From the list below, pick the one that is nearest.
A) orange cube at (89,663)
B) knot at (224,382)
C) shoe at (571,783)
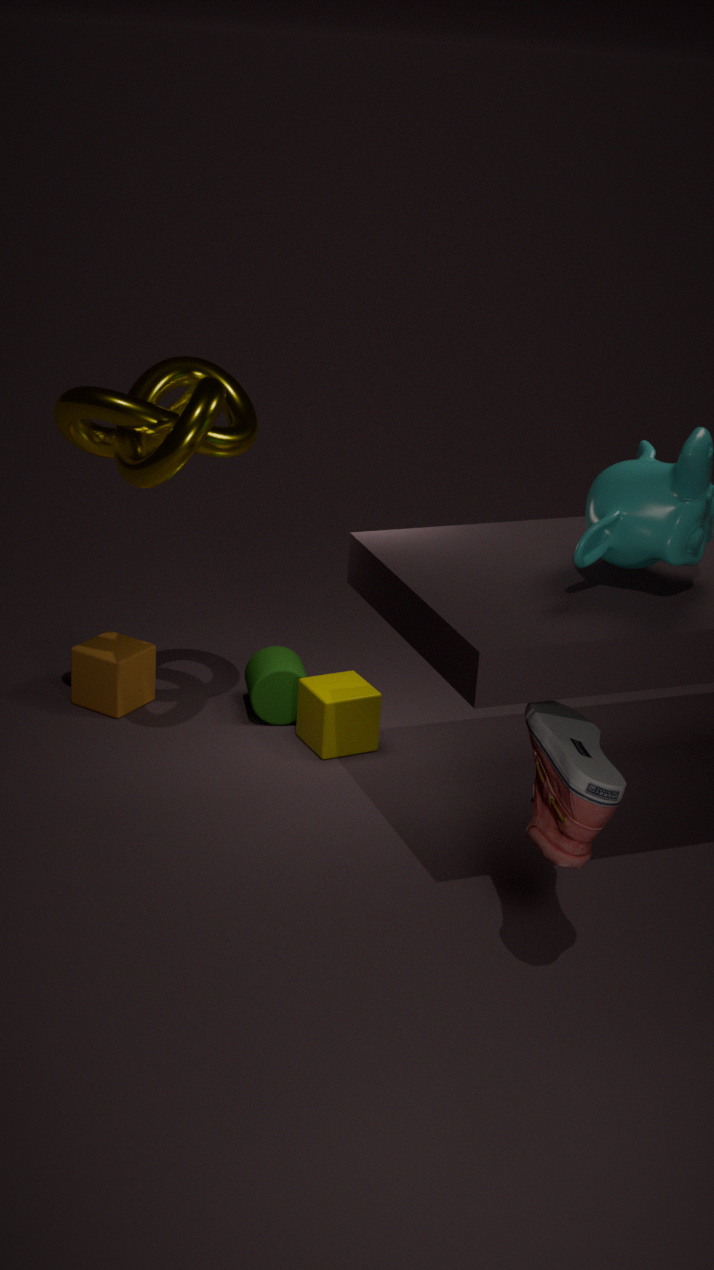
shoe at (571,783)
